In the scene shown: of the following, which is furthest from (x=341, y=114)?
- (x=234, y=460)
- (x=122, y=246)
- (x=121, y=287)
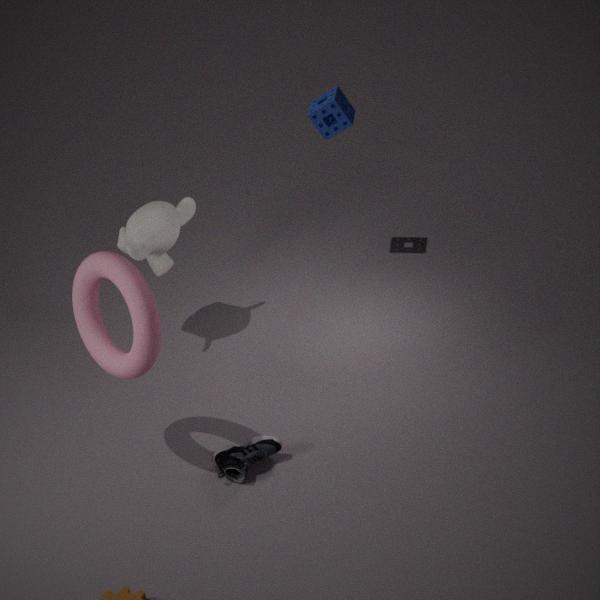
(x=234, y=460)
